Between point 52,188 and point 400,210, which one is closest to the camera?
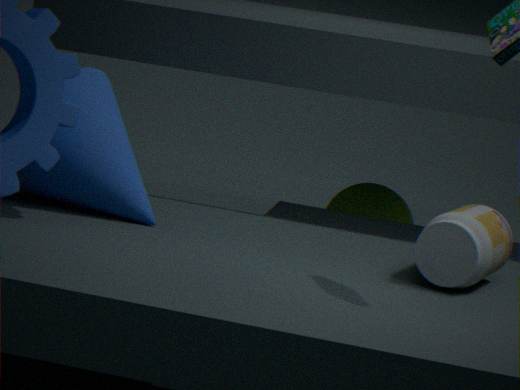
point 52,188
